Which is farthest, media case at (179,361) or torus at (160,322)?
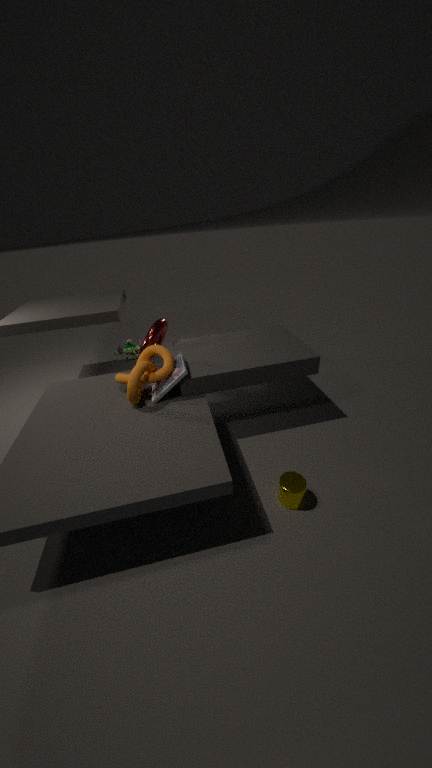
torus at (160,322)
